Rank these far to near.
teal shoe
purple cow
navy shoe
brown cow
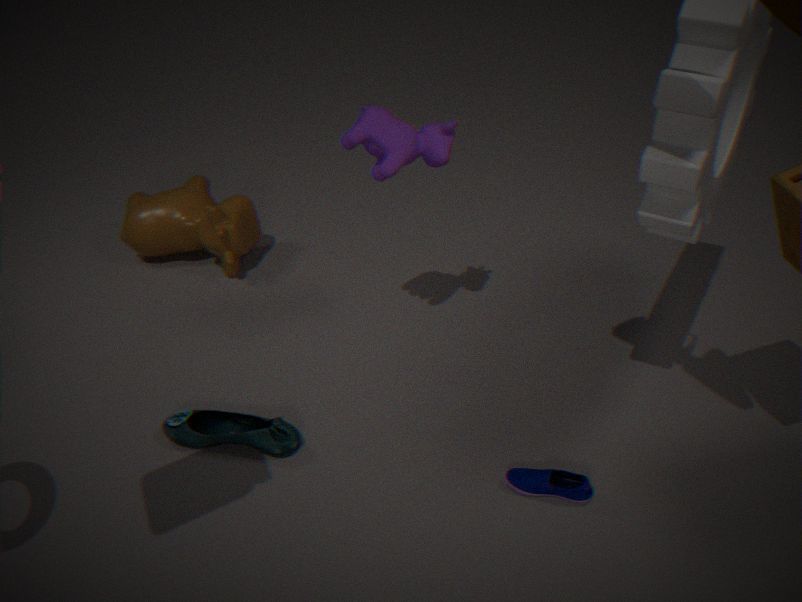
brown cow
teal shoe
purple cow
navy shoe
